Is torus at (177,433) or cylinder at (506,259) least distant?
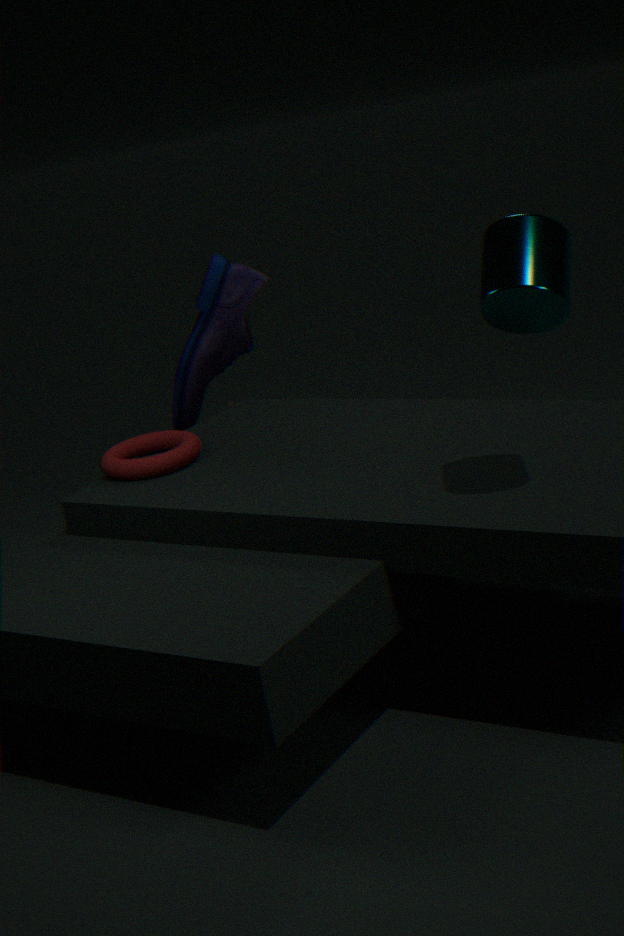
cylinder at (506,259)
